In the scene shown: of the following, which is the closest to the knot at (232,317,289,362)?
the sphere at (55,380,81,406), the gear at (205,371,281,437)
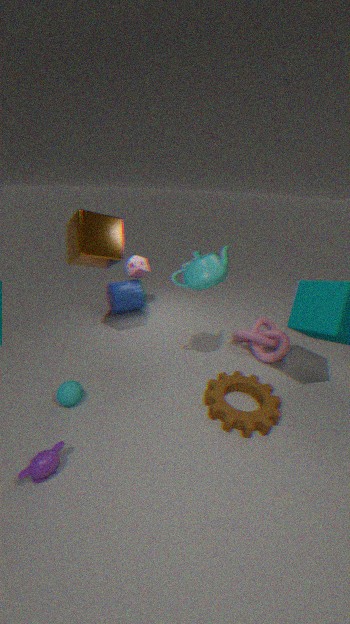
the gear at (205,371,281,437)
